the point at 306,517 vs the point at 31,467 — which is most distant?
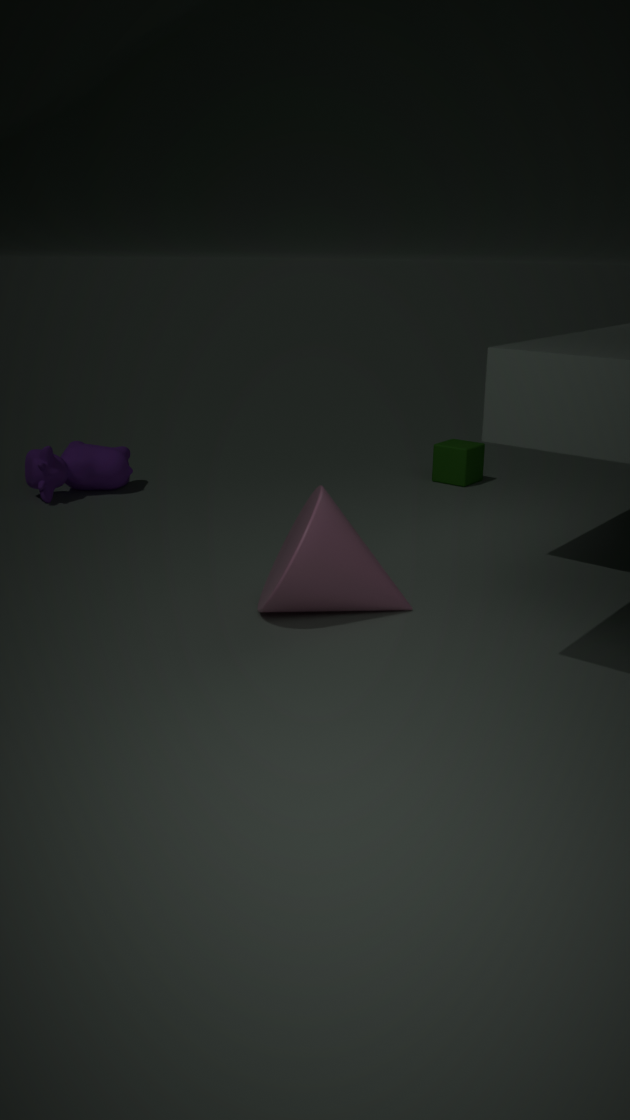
the point at 31,467
